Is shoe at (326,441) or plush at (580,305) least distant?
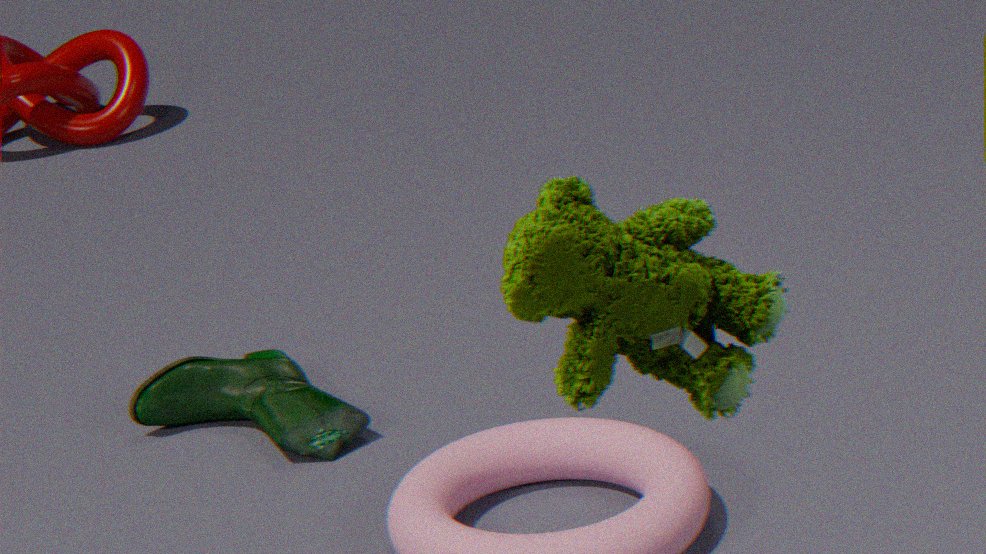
plush at (580,305)
